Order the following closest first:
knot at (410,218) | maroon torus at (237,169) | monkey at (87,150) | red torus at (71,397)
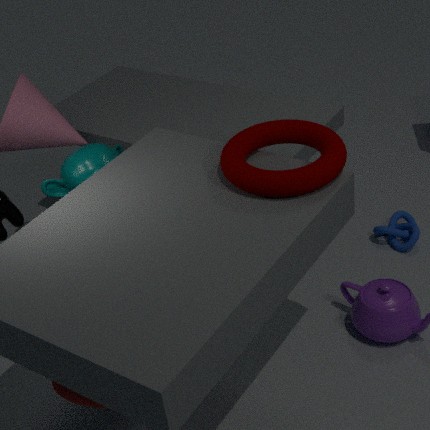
red torus at (71,397), maroon torus at (237,169), monkey at (87,150), knot at (410,218)
